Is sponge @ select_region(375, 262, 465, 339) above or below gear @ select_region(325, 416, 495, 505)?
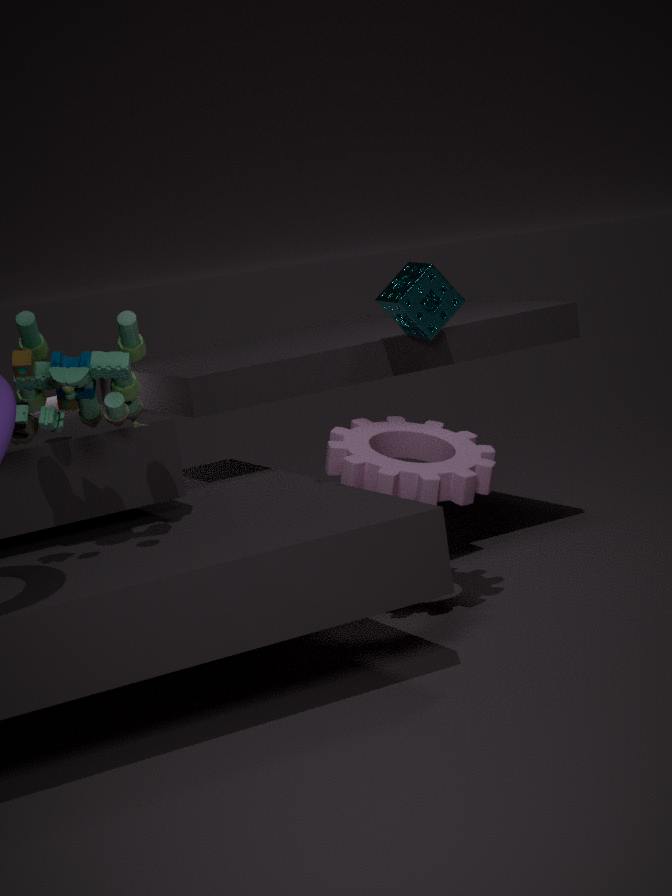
above
